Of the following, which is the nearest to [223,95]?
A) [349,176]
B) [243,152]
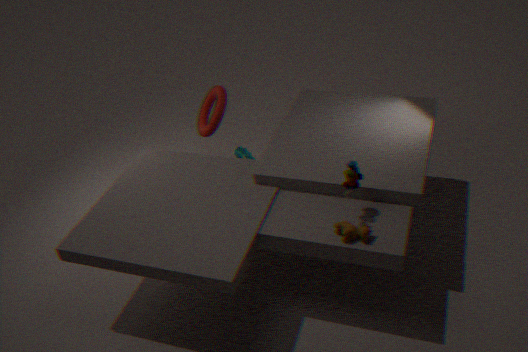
[243,152]
